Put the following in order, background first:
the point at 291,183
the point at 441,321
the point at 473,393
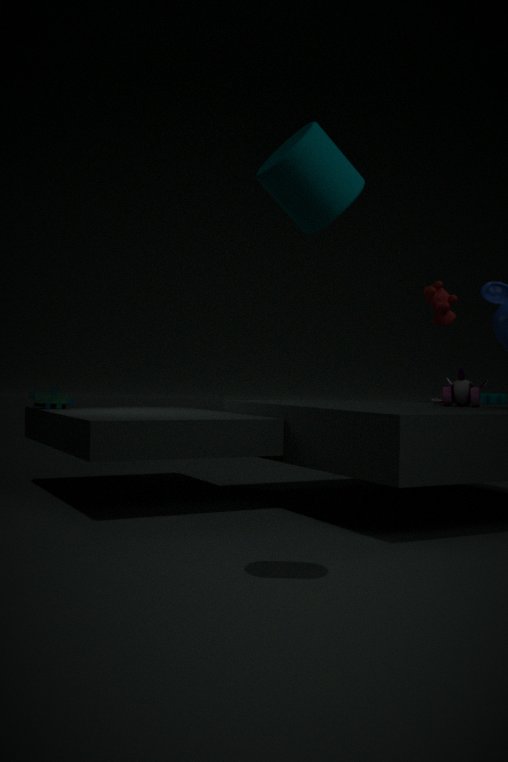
the point at 441,321, the point at 473,393, the point at 291,183
